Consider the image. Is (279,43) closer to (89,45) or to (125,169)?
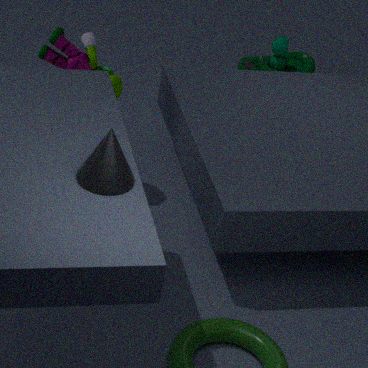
Result: (89,45)
